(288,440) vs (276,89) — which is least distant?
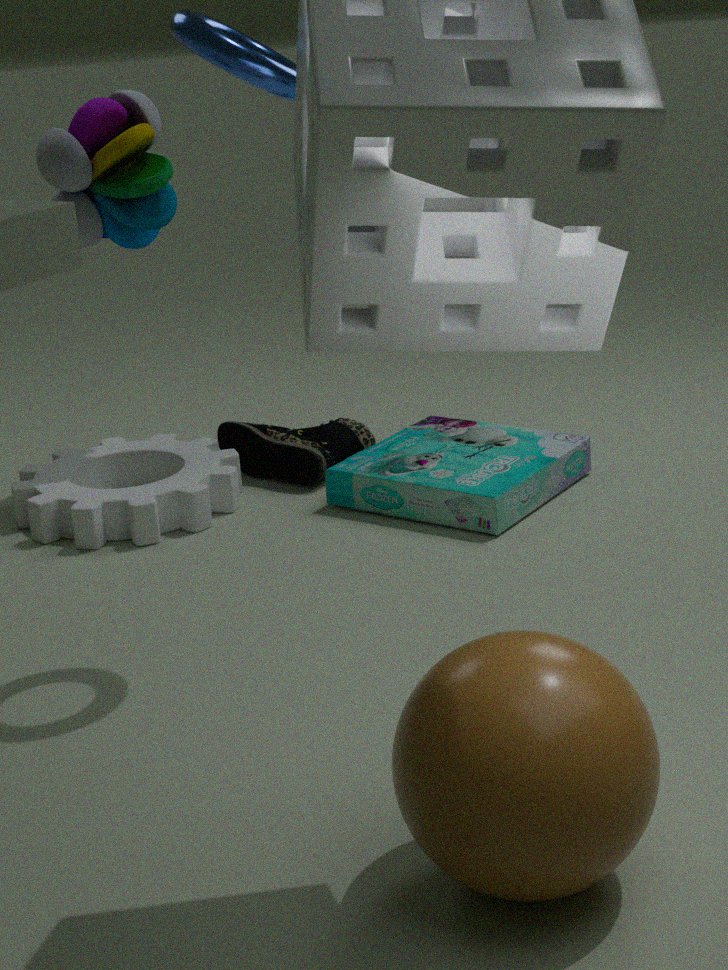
(276,89)
